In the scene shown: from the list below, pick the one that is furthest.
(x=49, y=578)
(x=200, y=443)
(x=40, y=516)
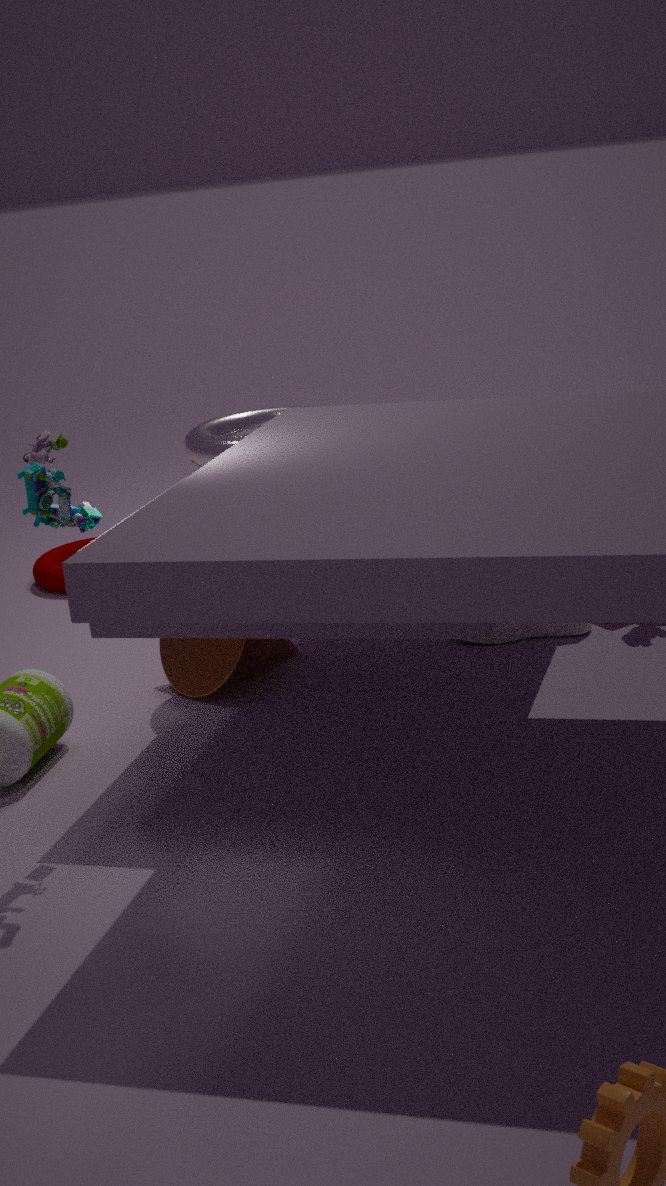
(x=49, y=578)
